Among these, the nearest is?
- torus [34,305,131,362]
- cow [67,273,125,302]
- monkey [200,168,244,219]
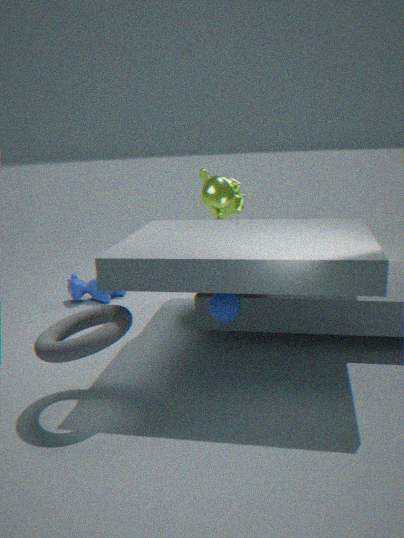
torus [34,305,131,362]
